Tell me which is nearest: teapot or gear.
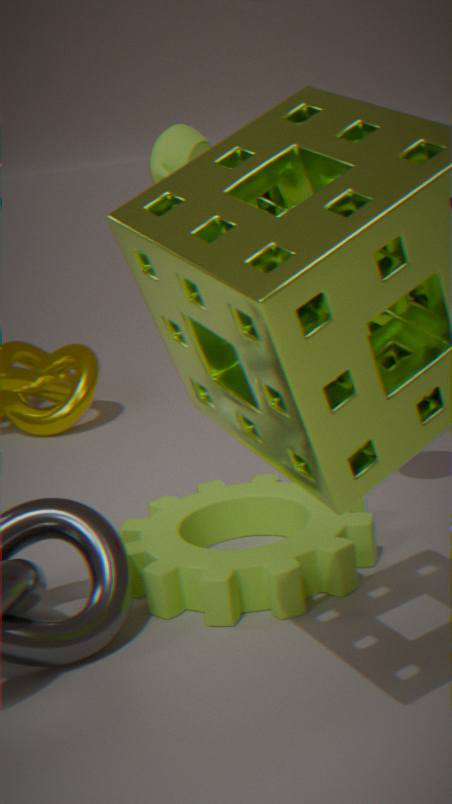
gear
